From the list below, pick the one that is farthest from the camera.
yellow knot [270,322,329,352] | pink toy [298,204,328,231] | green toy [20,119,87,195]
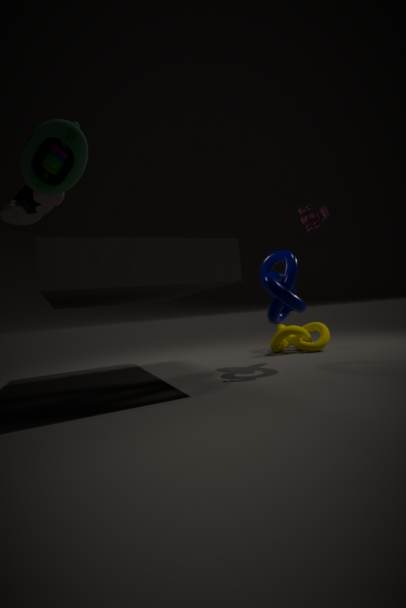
yellow knot [270,322,329,352]
